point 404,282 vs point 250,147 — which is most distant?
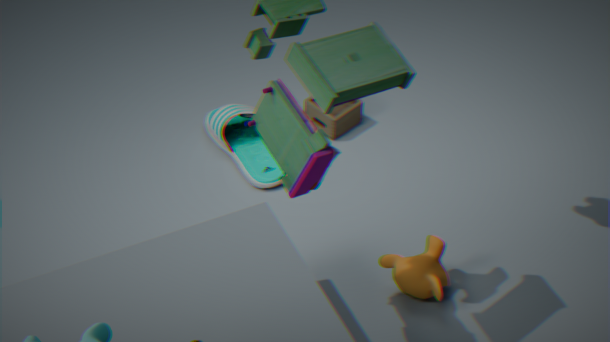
point 250,147
